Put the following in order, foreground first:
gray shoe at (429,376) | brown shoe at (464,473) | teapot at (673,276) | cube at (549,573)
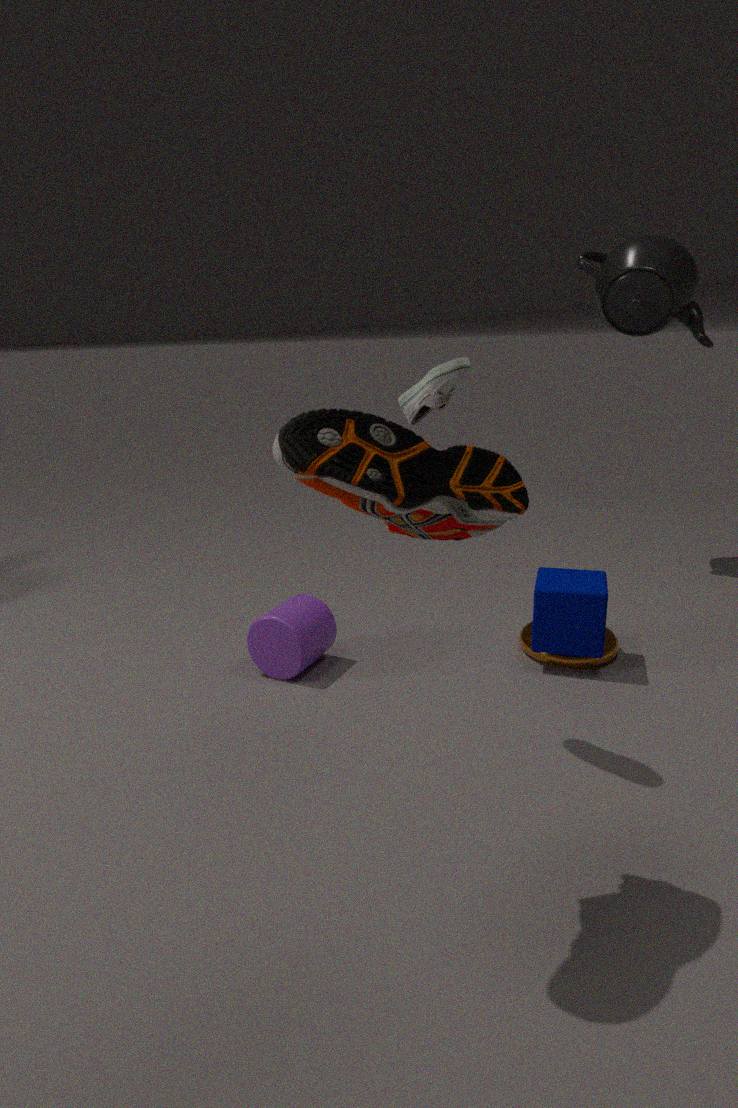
brown shoe at (464,473)
gray shoe at (429,376)
cube at (549,573)
teapot at (673,276)
